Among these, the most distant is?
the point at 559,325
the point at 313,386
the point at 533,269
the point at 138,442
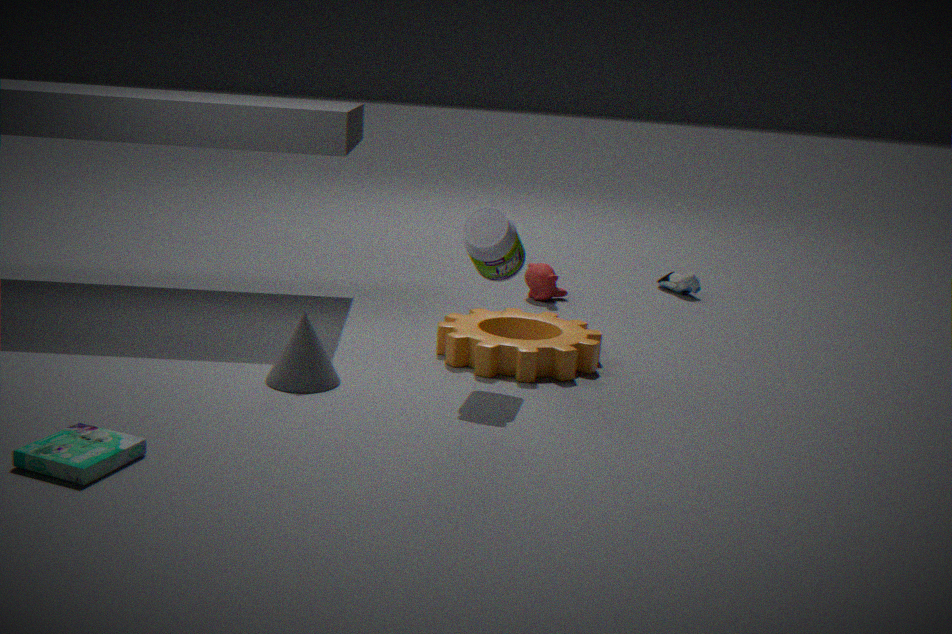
the point at 533,269
